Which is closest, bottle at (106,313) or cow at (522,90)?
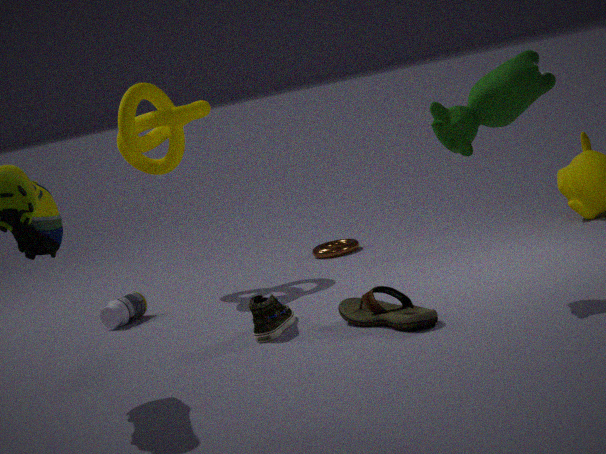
cow at (522,90)
